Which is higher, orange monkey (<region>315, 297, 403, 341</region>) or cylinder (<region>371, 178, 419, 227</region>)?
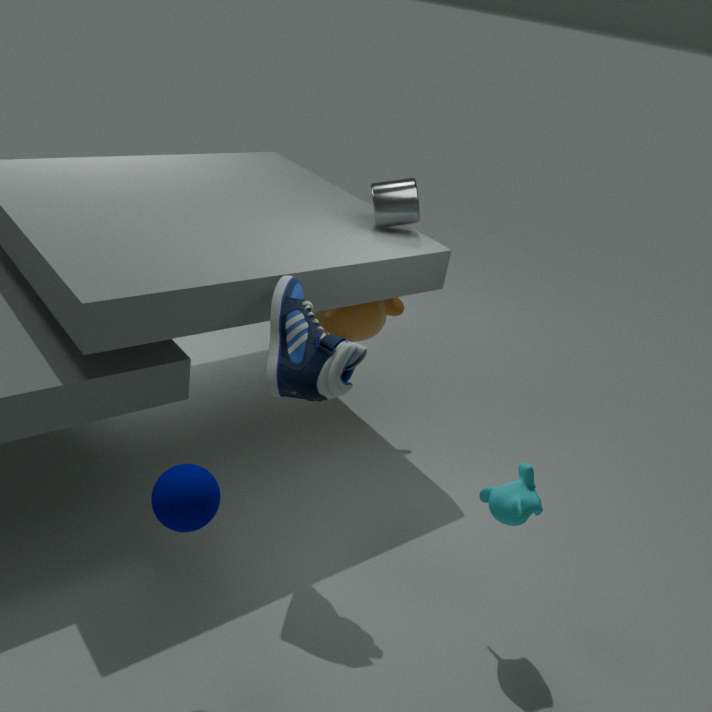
cylinder (<region>371, 178, 419, 227</region>)
